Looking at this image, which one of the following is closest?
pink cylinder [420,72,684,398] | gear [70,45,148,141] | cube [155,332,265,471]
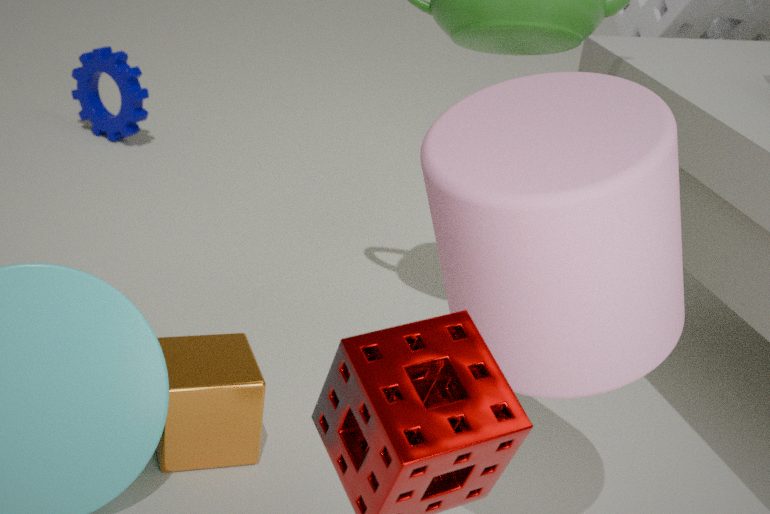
pink cylinder [420,72,684,398]
